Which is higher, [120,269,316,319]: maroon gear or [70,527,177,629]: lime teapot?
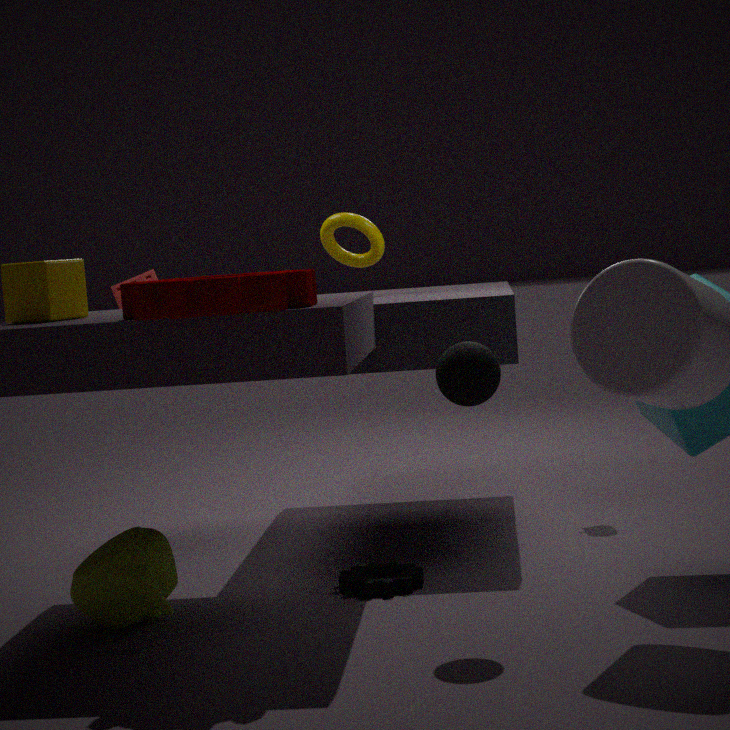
[120,269,316,319]: maroon gear
